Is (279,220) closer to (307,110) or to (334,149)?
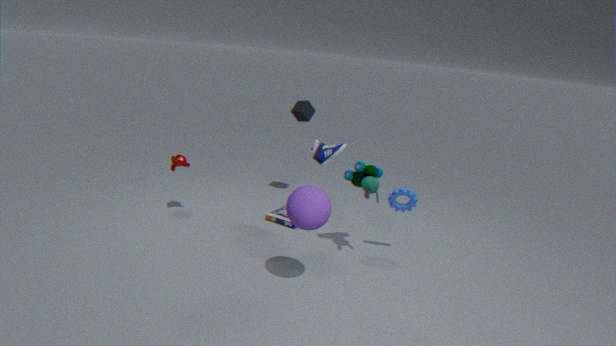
(334,149)
